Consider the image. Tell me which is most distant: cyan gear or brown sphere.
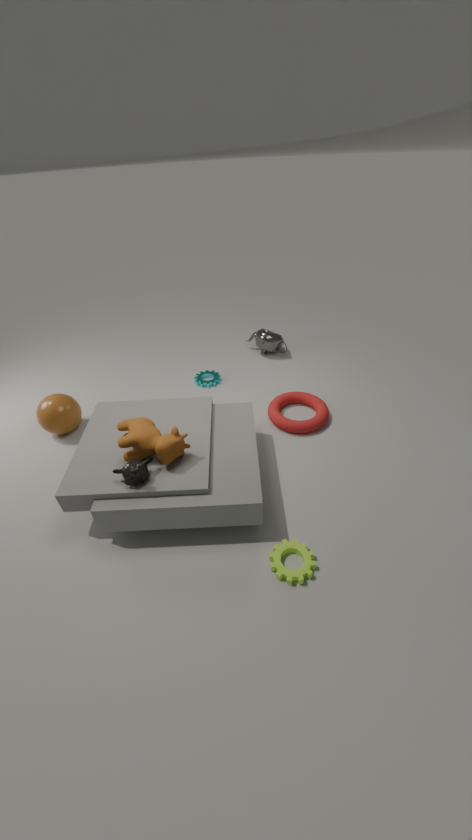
cyan gear
